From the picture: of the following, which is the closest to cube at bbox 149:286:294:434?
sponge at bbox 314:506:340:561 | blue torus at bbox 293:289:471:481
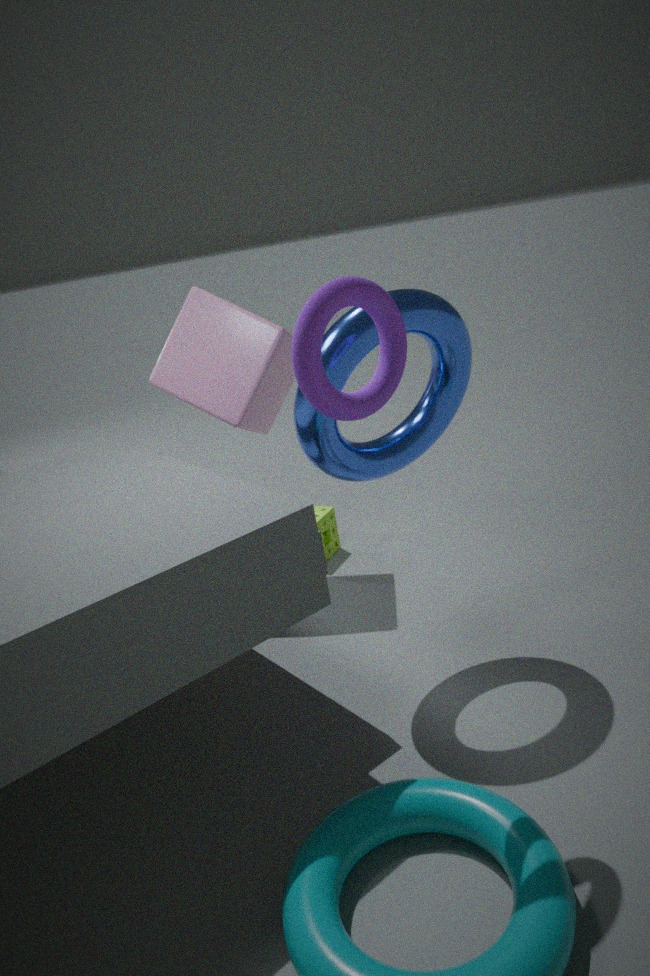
sponge at bbox 314:506:340:561
